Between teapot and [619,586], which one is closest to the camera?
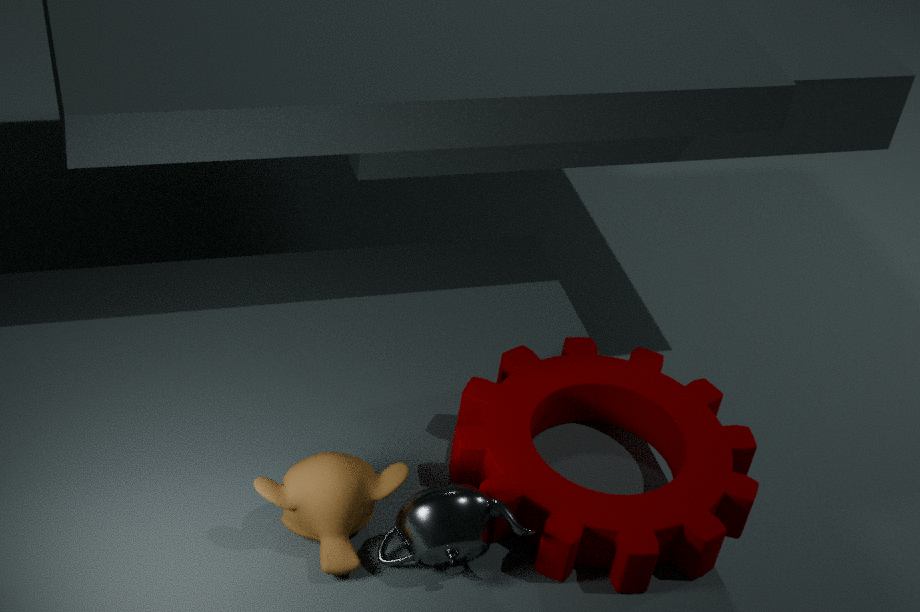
teapot
